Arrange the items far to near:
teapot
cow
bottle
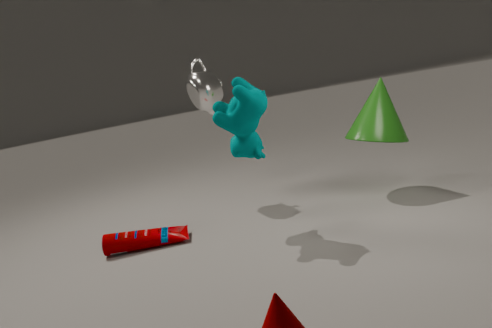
teapot
bottle
cow
